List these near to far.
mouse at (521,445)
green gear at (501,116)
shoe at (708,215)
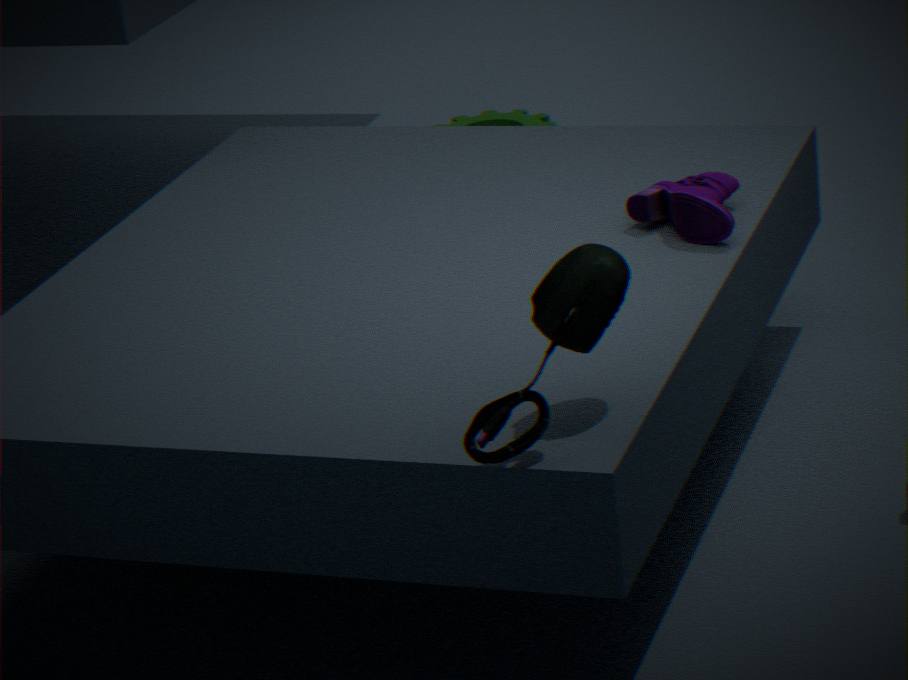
1. mouse at (521,445)
2. shoe at (708,215)
3. green gear at (501,116)
